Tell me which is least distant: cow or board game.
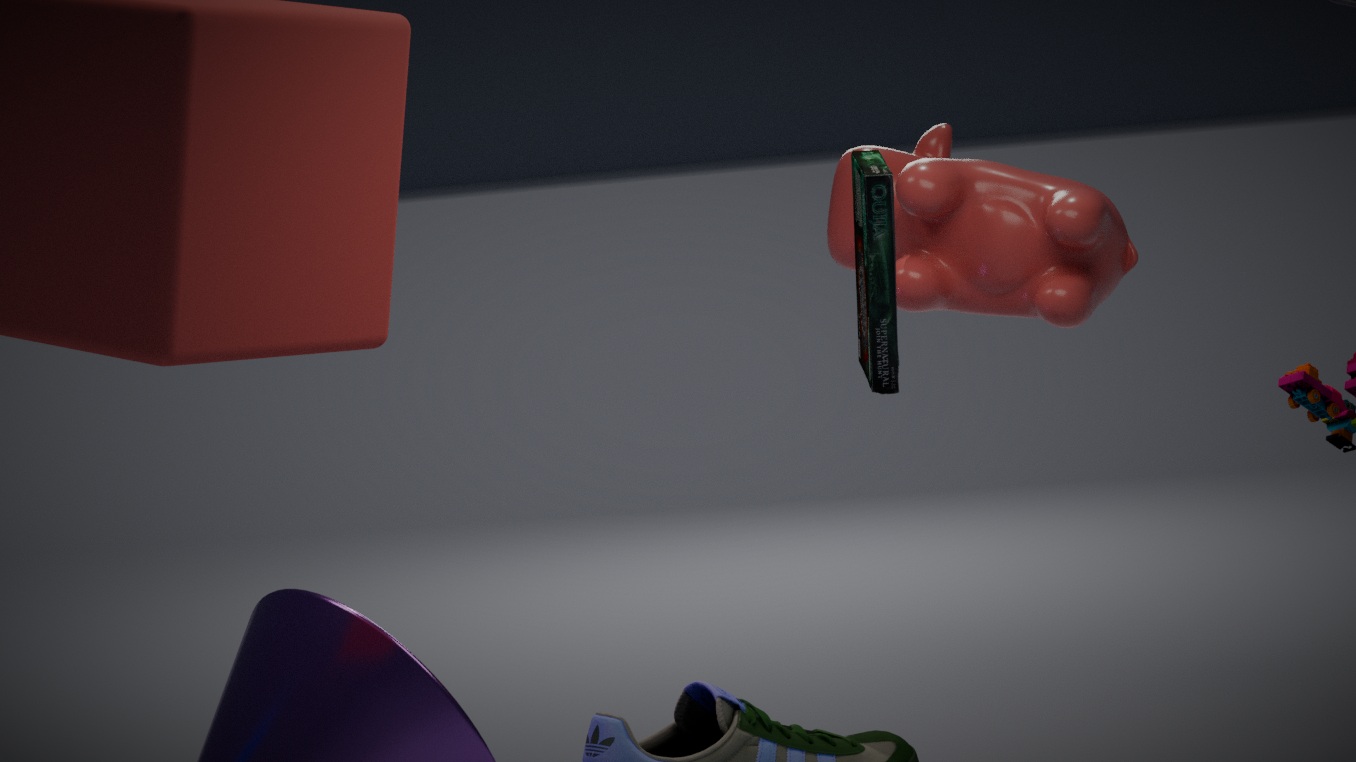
board game
